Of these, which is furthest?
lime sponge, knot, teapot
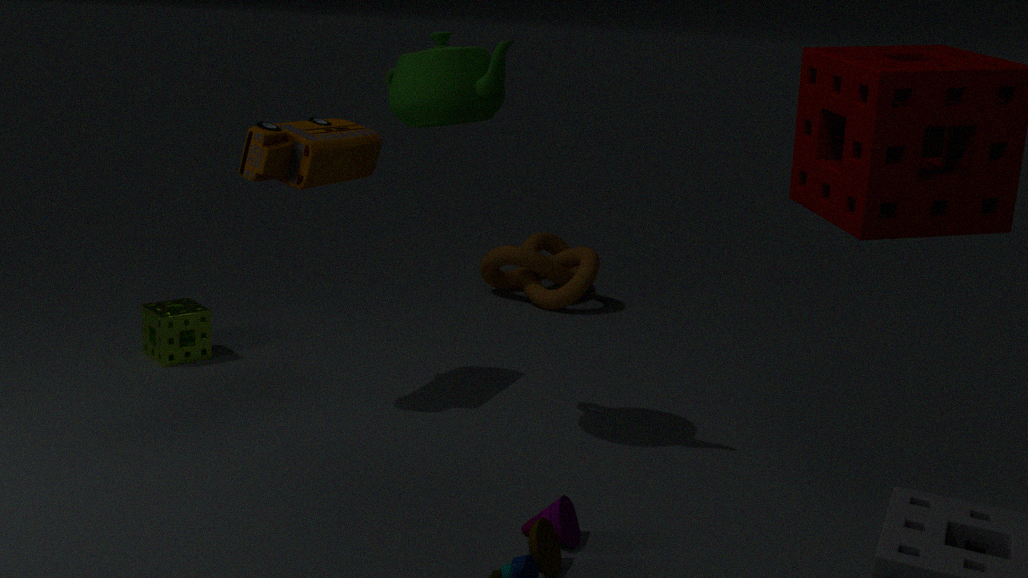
knot
